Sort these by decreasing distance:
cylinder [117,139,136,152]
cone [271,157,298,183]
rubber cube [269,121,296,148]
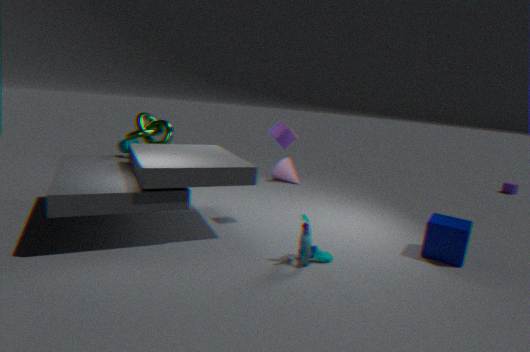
cone [271,157,298,183], cylinder [117,139,136,152], rubber cube [269,121,296,148]
